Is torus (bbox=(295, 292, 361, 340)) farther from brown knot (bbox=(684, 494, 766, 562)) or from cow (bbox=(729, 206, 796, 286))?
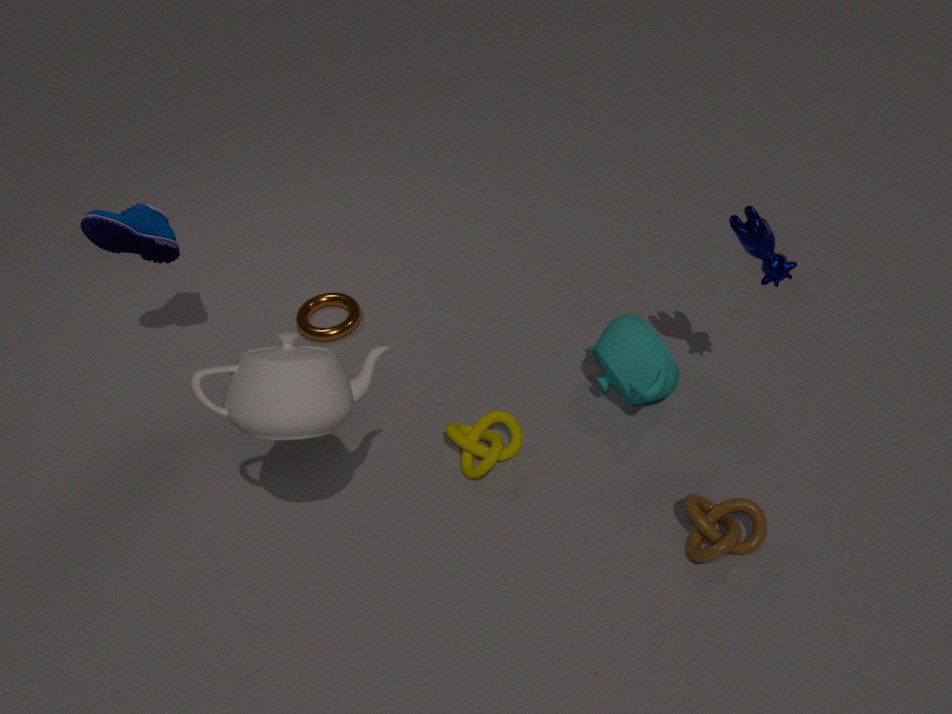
cow (bbox=(729, 206, 796, 286))
